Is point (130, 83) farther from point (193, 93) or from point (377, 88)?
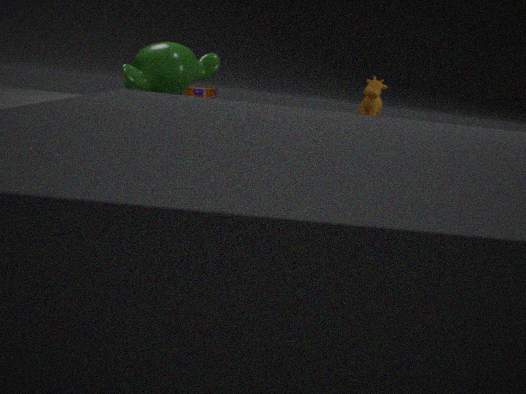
point (377, 88)
